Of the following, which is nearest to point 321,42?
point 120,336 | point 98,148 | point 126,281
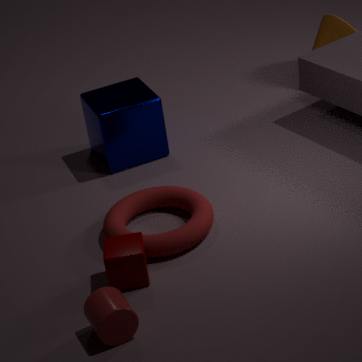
point 98,148
